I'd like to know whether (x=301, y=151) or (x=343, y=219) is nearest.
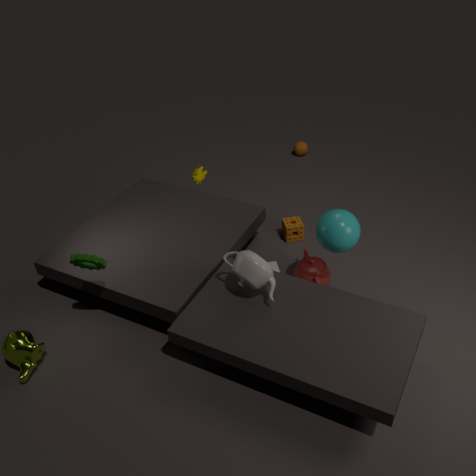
(x=343, y=219)
